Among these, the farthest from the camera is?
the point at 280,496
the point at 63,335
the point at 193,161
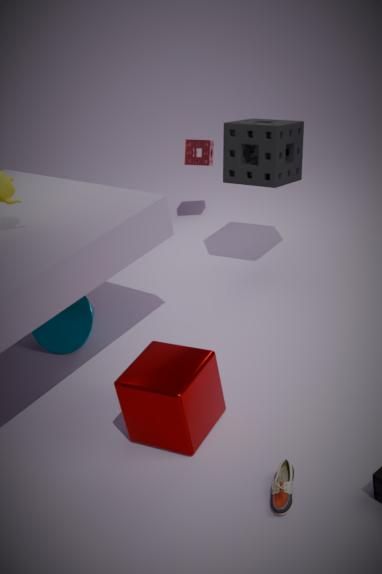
the point at 193,161
